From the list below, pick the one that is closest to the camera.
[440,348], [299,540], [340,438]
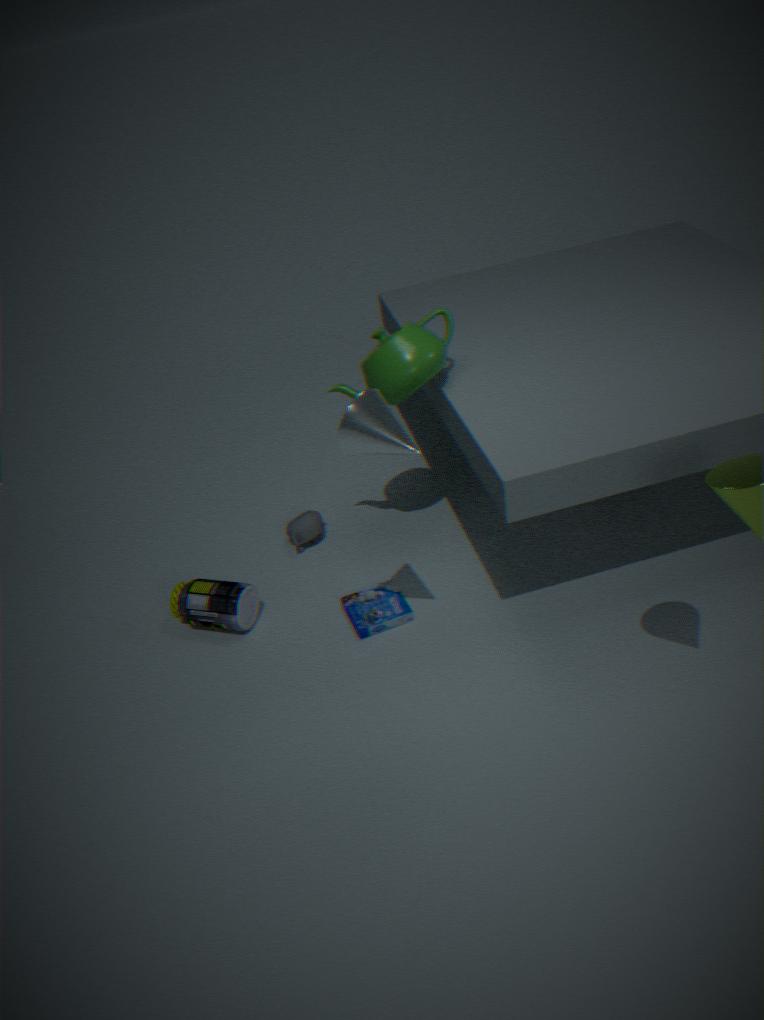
[340,438]
